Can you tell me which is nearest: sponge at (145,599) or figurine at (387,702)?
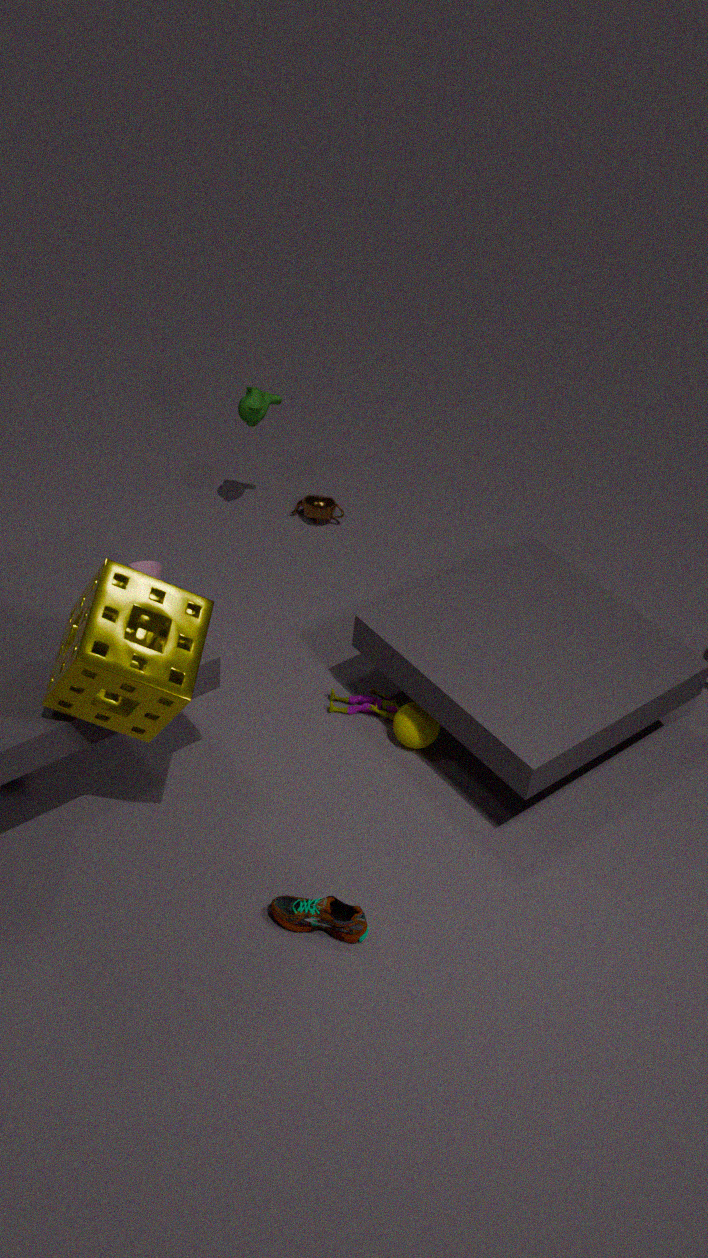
sponge at (145,599)
